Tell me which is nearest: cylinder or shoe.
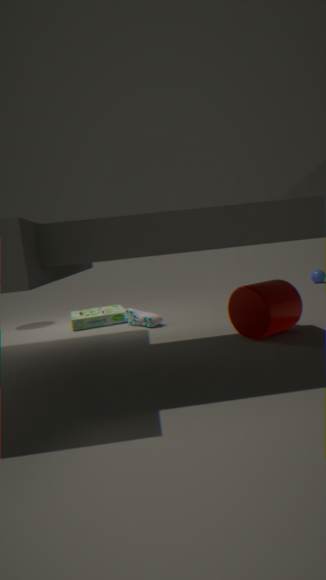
cylinder
